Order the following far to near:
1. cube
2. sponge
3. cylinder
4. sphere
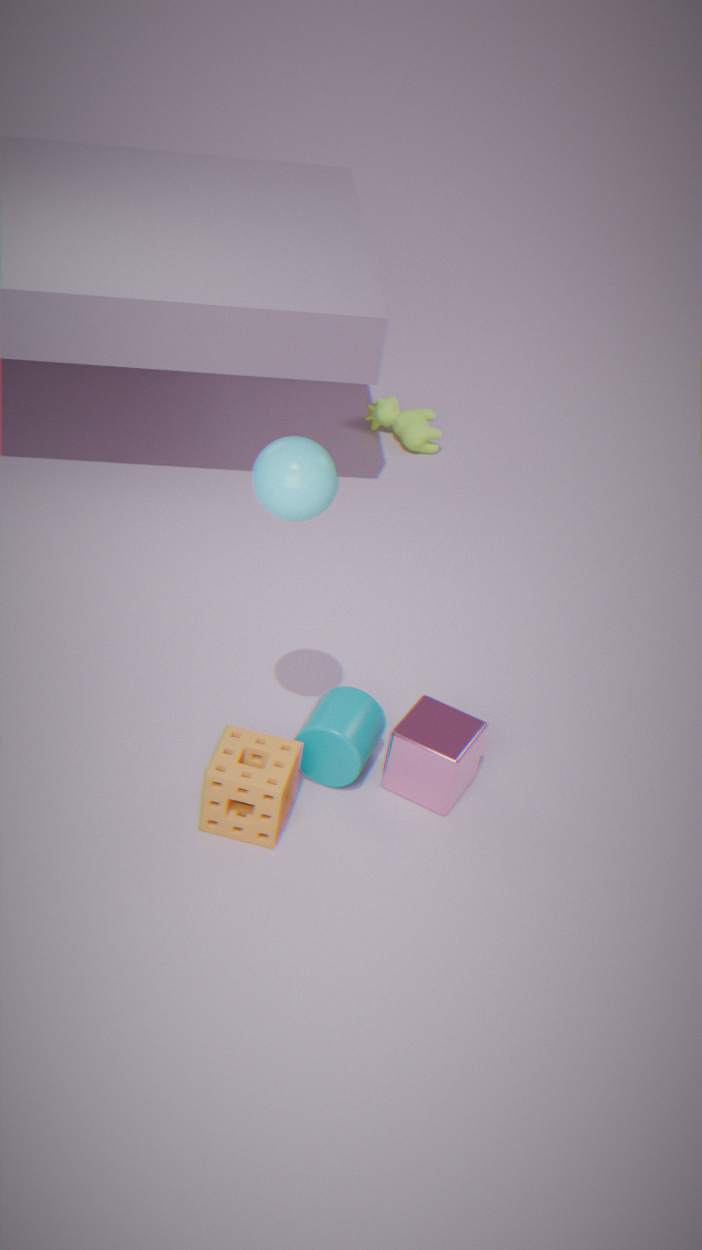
cylinder → cube → sponge → sphere
